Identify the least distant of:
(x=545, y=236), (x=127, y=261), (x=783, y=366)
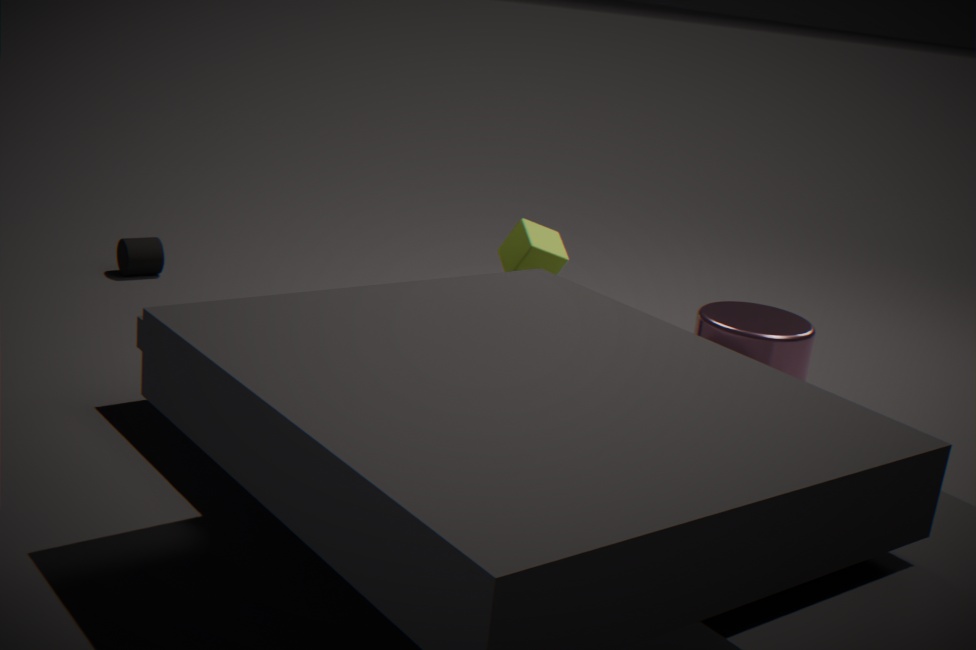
(x=783, y=366)
